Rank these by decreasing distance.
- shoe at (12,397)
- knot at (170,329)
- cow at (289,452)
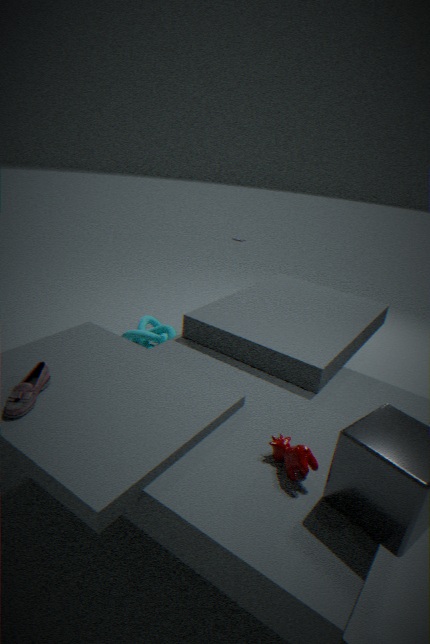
1. knot at (170,329)
2. shoe at (12,397)
3. cow at (289,452)
